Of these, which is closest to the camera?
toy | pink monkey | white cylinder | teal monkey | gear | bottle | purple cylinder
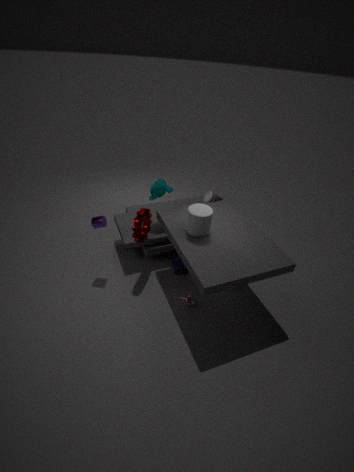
white cylinder
